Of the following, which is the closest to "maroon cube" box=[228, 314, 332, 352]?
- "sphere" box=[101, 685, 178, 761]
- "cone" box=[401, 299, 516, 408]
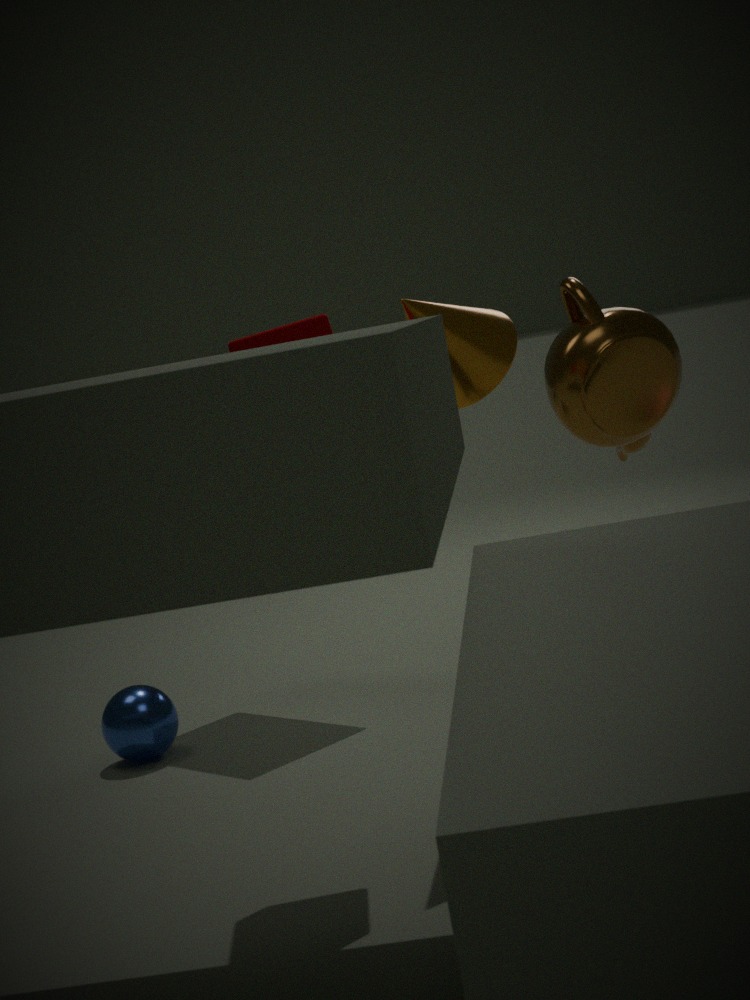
"cone" box=[401, 299, 516, 408]
